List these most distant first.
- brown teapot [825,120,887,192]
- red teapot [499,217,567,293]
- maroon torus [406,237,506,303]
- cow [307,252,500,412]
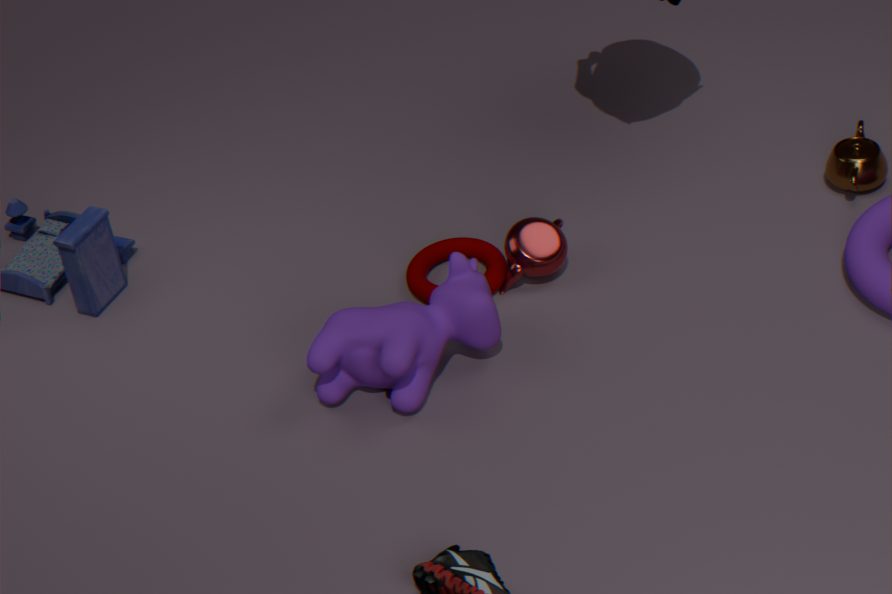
brown teapot [825,120,887,192], maroon torus [406,237,506,303], red teapot [499,217,567,293], cow [307,252,500,412]
